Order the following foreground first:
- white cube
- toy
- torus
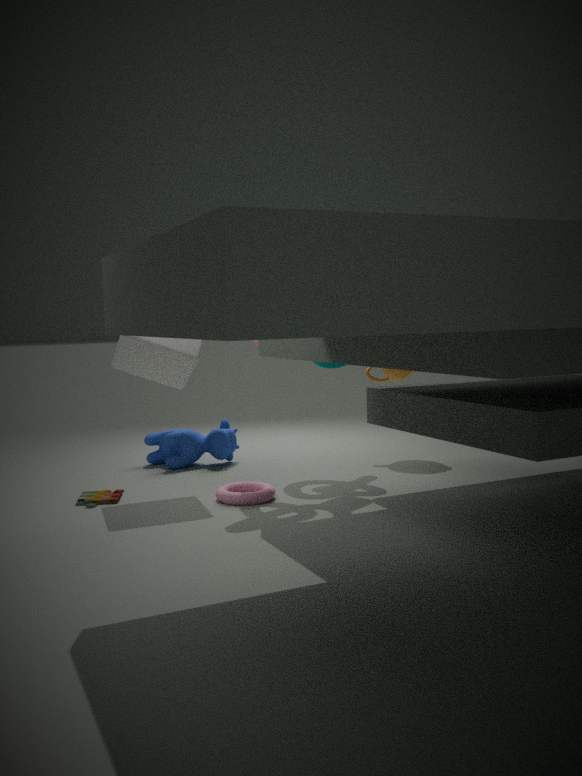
1. torus
2. white cube
3. toy
